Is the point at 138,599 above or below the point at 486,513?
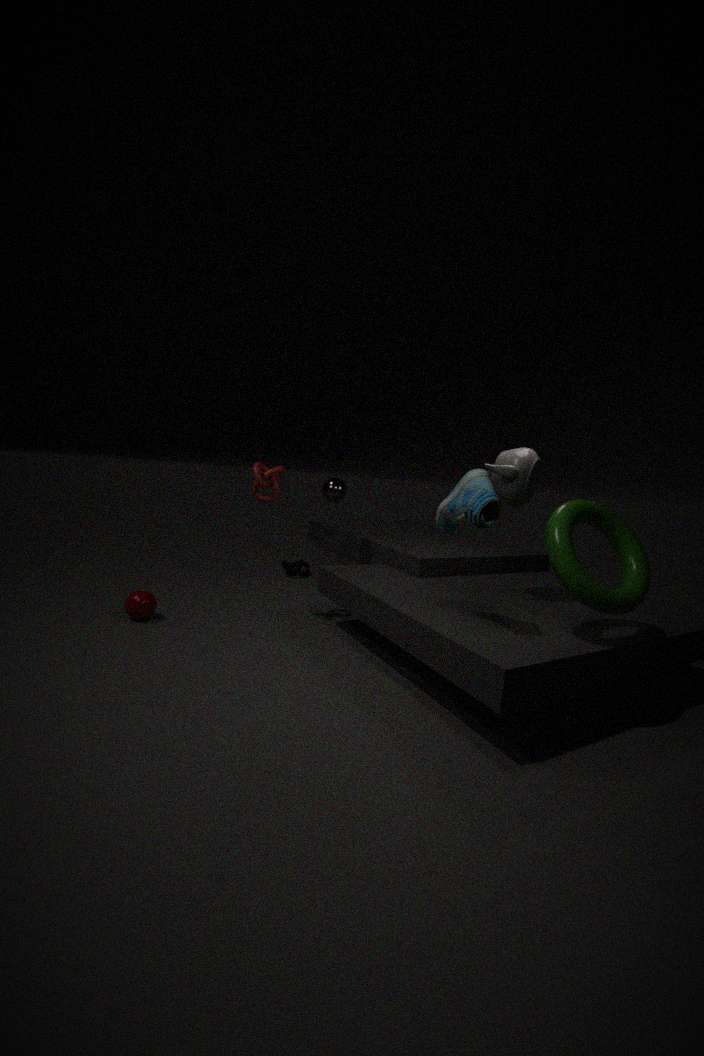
below
